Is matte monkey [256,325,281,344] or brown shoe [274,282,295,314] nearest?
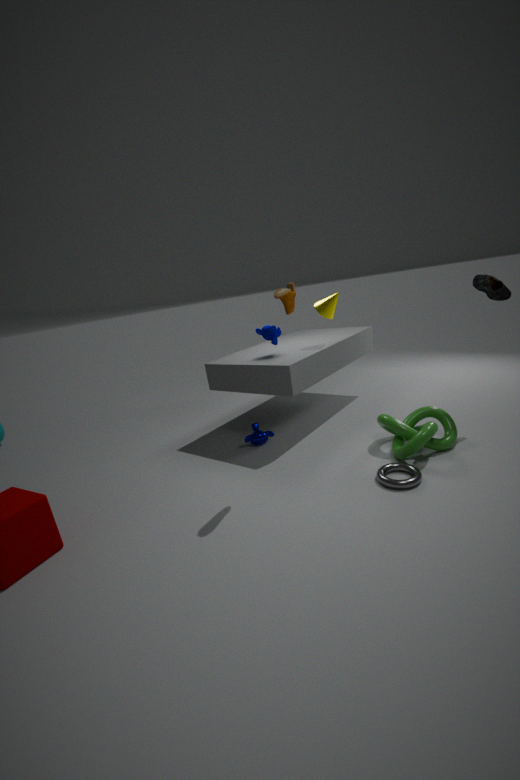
brown shoe [274,282,295,314]
